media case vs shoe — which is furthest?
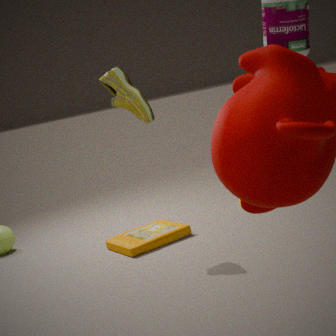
media case
